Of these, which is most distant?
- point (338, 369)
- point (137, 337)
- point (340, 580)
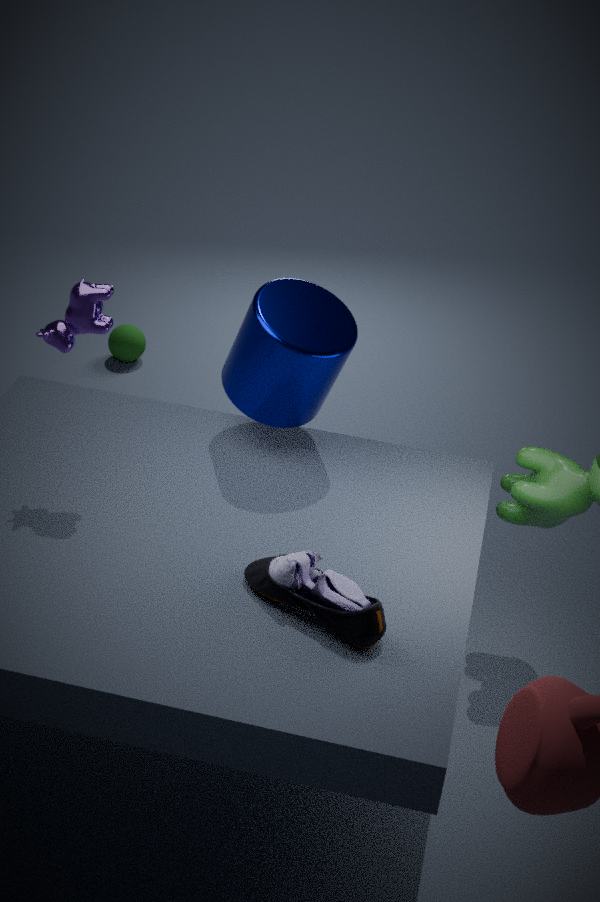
point (137, 337)
